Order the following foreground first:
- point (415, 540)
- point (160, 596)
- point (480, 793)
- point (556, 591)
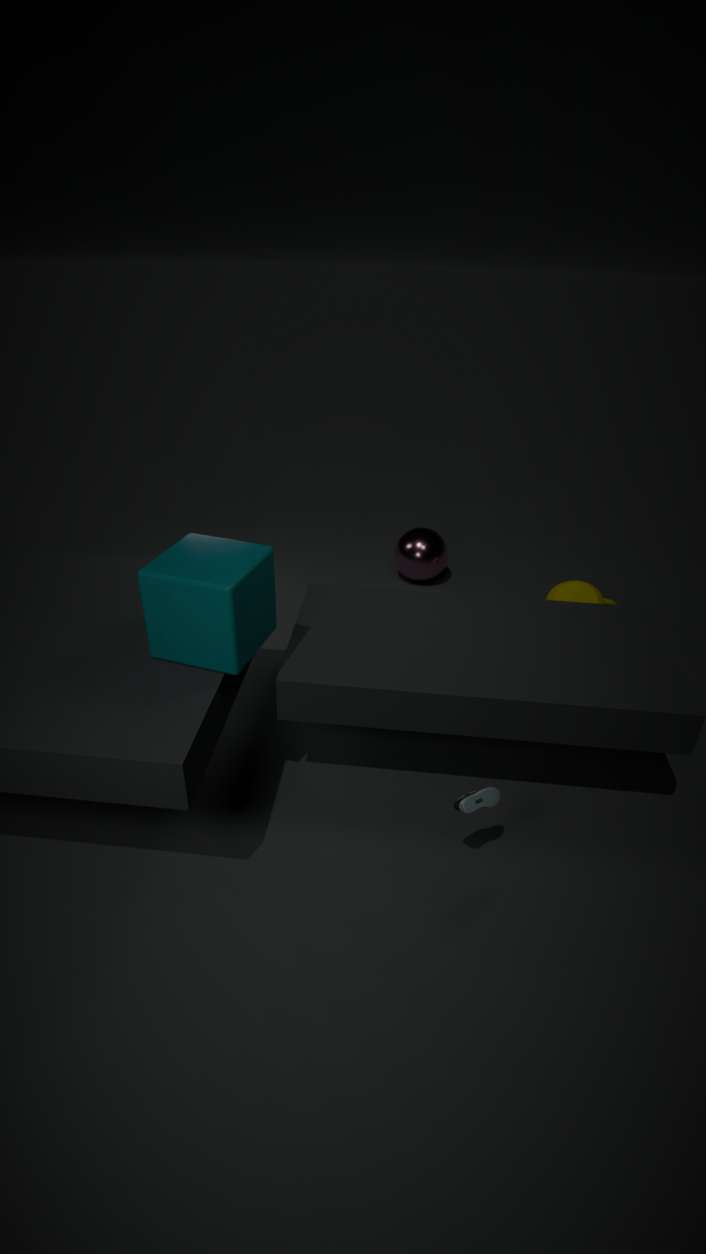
1. point (160, 596)
2. point (480, 793)
3. point (556, 591)
4. point (415, 540)
